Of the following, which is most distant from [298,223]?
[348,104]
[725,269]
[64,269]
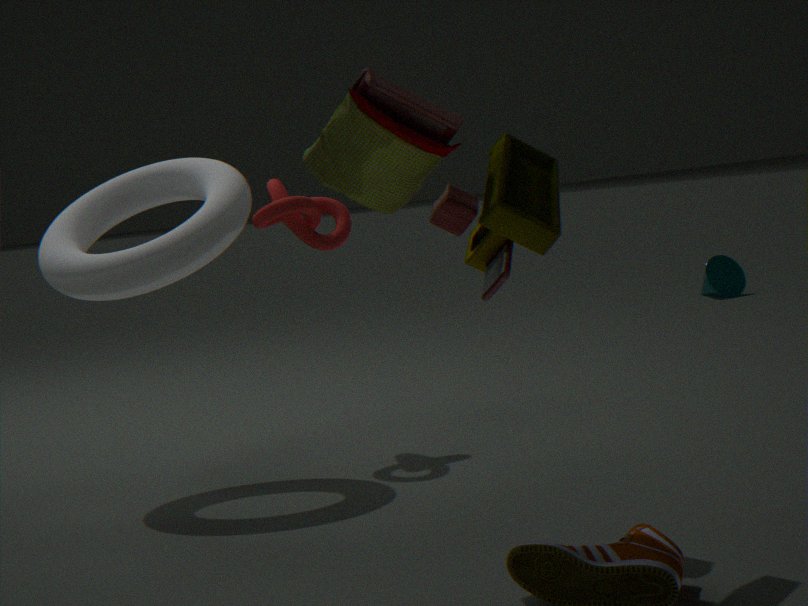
[725,269]
